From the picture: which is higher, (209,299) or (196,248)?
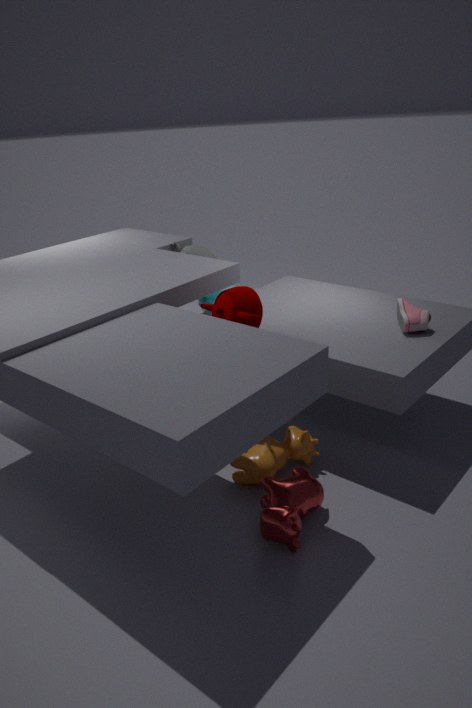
(196,248)
